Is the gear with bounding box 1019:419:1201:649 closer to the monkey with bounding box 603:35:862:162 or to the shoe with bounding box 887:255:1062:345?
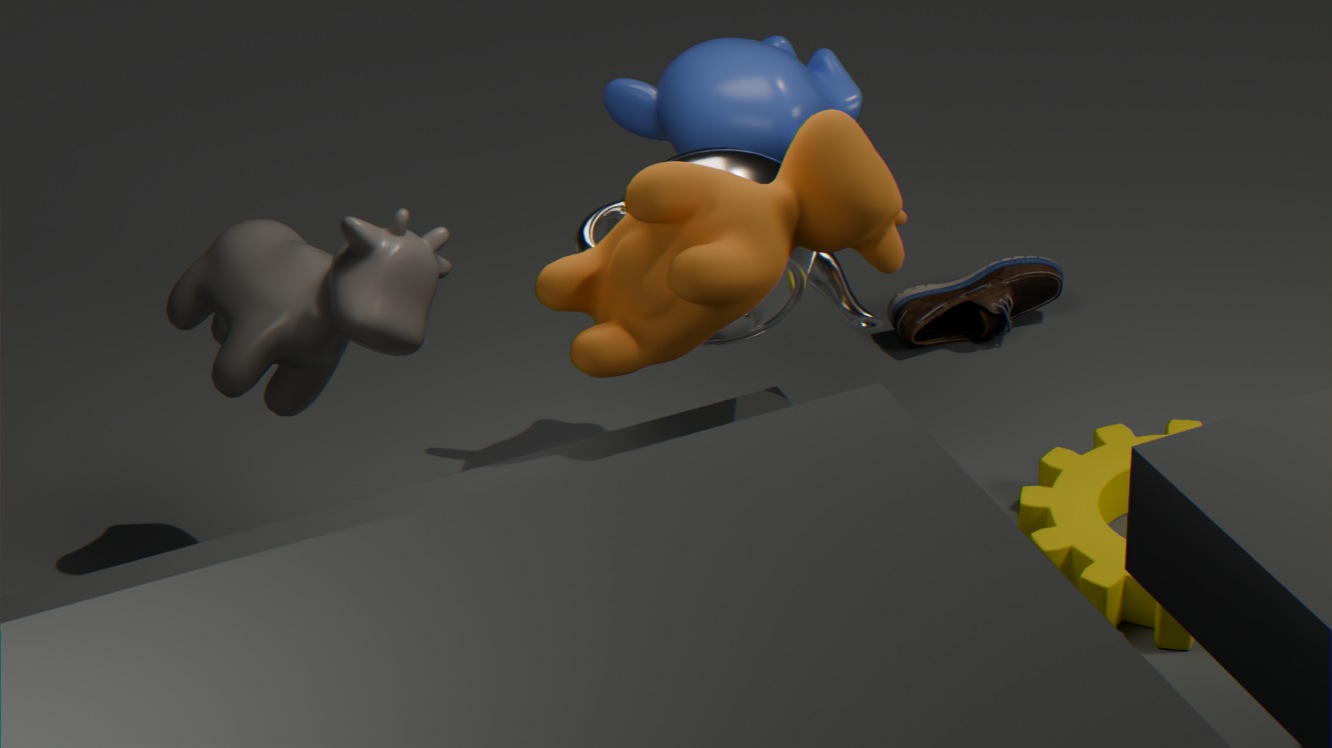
the shoe with bounding box 887:255:1062:345
